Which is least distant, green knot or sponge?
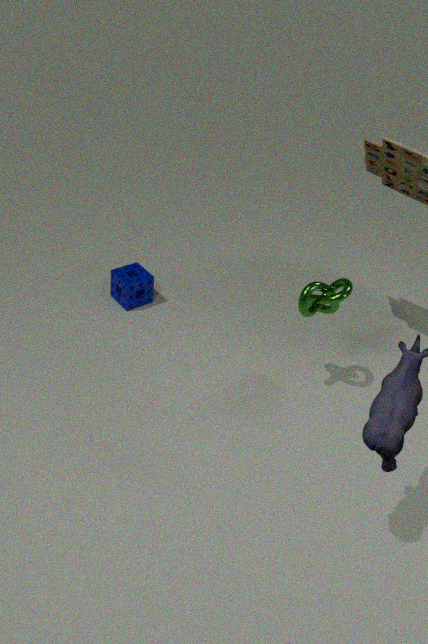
green knot
